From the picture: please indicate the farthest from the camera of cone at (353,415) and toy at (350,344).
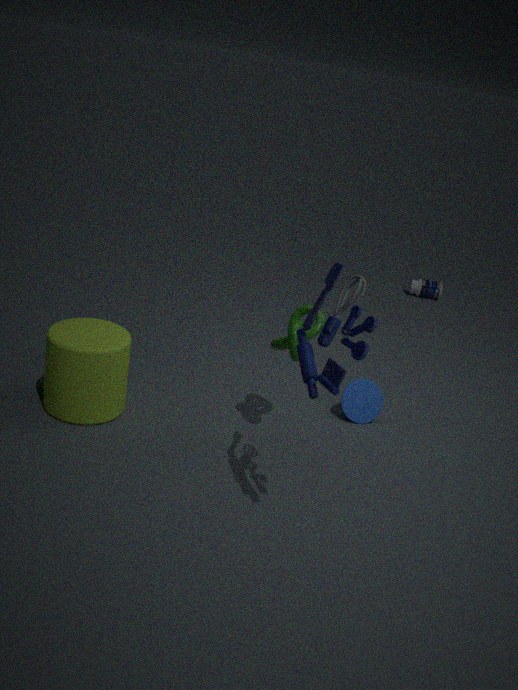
cone at (353,415)
